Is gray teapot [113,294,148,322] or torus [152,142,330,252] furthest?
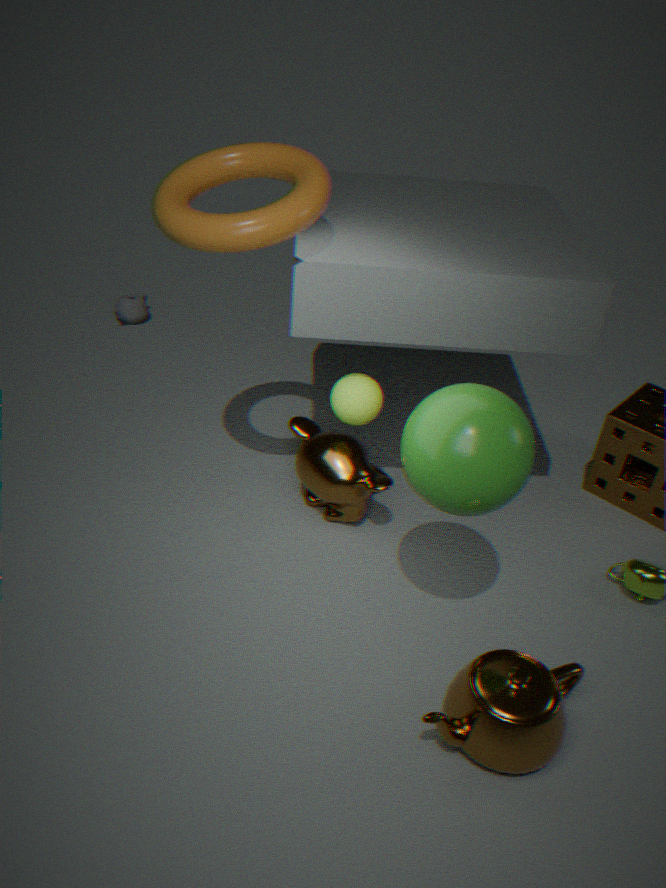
gray teapot [113,294,148,322]
